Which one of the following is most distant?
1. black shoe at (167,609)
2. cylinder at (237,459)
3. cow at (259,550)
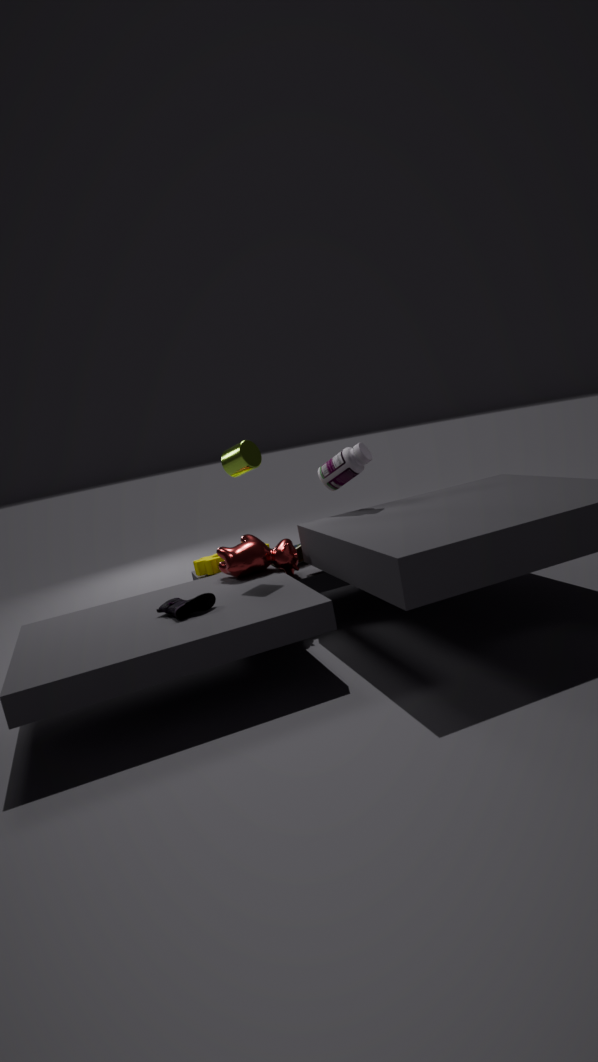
cow at (259,550)
